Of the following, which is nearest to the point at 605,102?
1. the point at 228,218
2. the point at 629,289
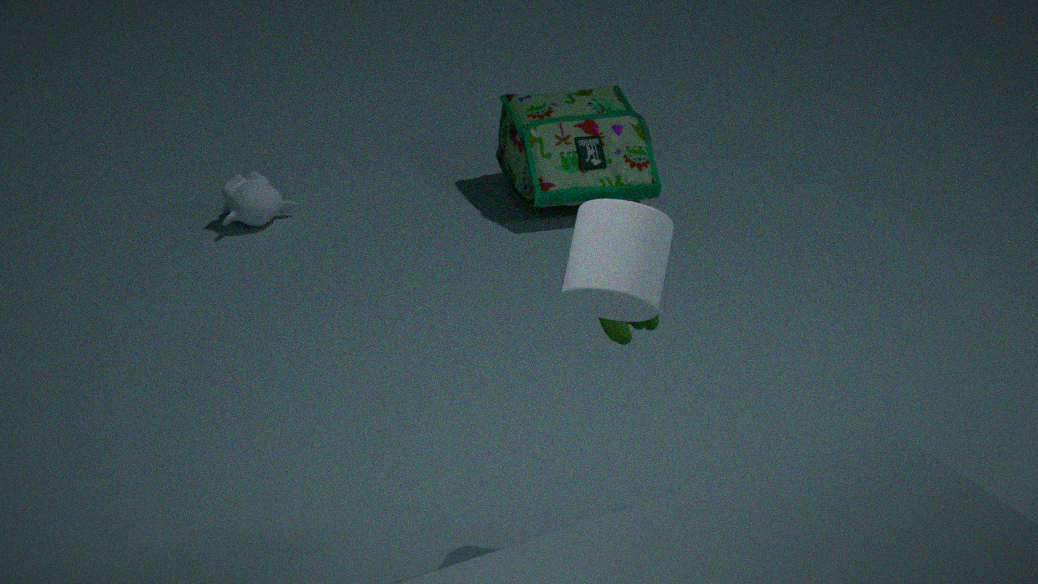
the point at 228,218
